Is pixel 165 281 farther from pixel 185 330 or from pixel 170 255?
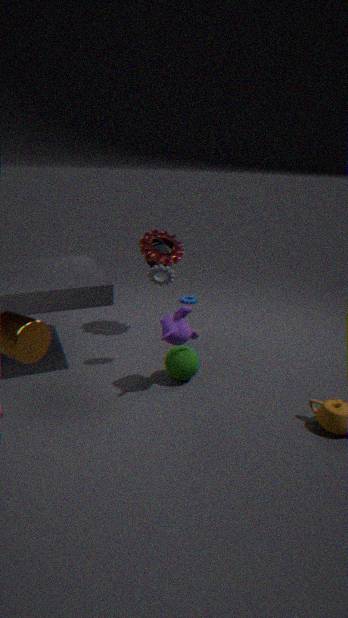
pixel 170 255
